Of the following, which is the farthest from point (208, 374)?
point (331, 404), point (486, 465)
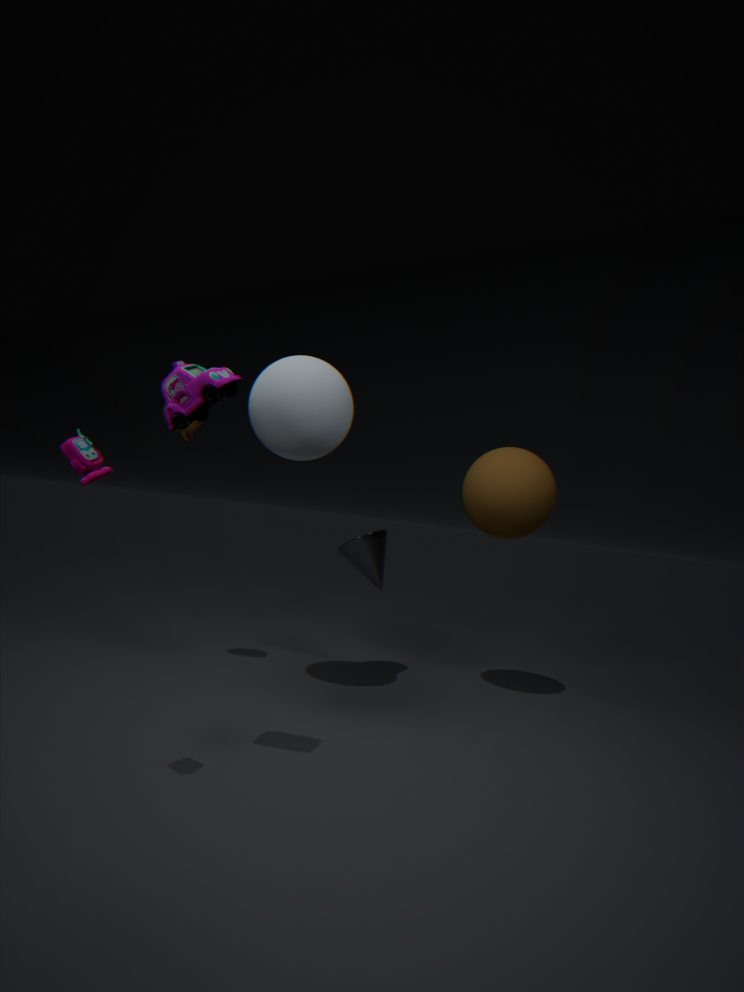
point (486, 465)
